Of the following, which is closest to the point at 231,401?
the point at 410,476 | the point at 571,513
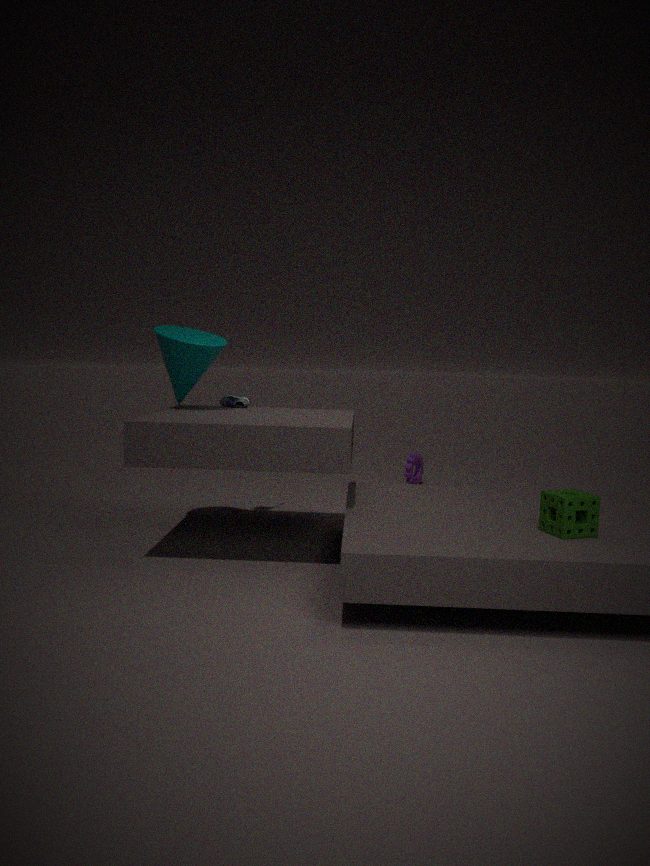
the point at 410,476
